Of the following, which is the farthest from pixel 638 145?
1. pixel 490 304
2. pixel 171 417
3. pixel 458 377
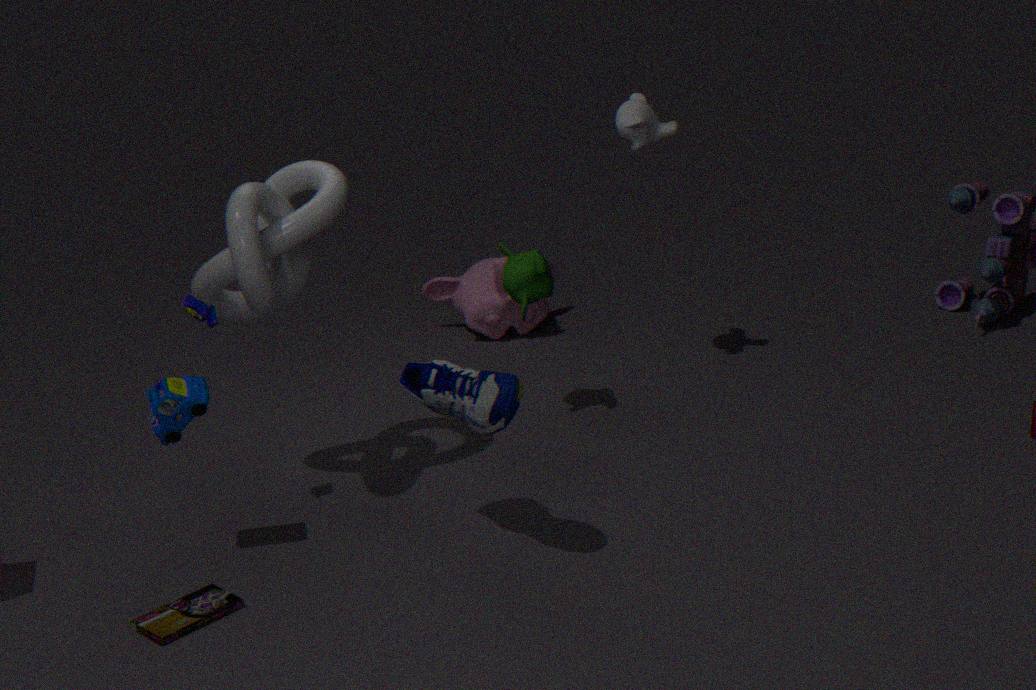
pixel 171 417
